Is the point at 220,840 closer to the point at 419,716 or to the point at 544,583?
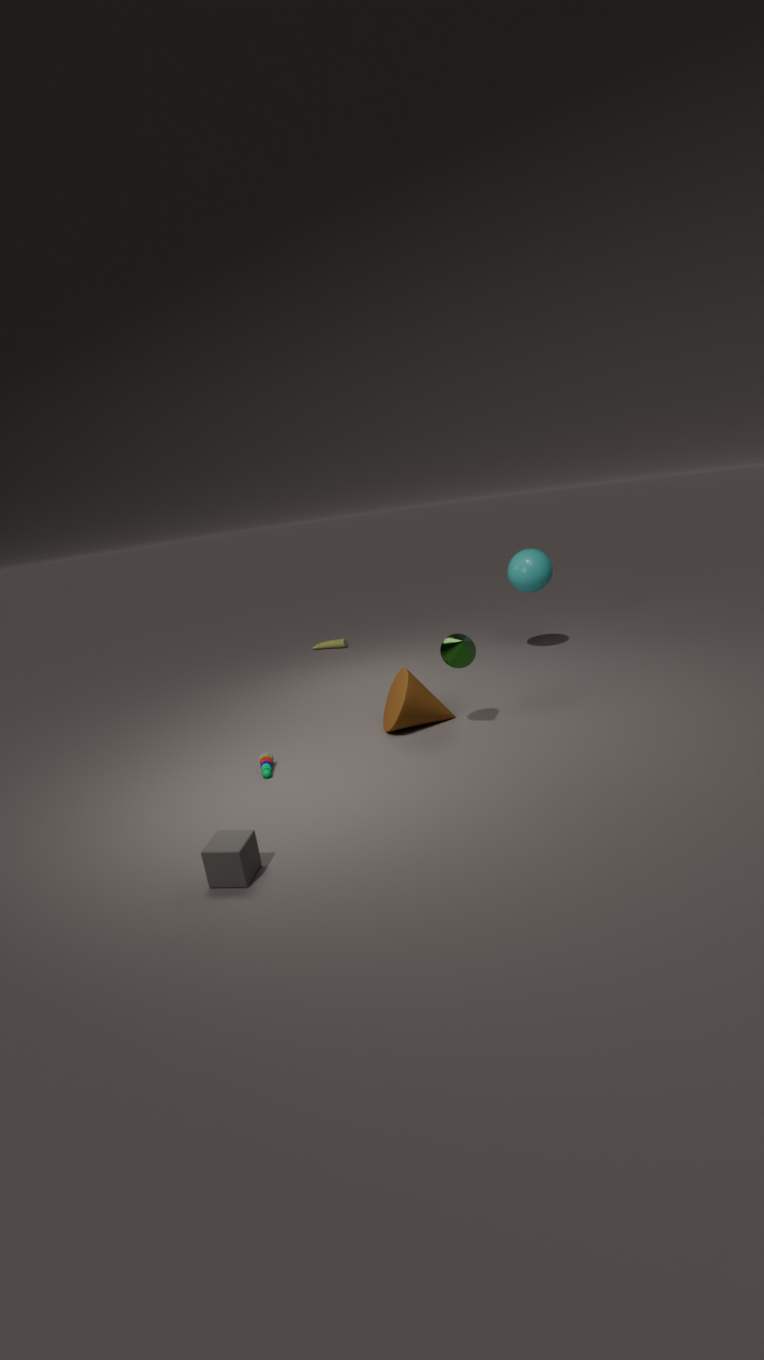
the point at 419,716
